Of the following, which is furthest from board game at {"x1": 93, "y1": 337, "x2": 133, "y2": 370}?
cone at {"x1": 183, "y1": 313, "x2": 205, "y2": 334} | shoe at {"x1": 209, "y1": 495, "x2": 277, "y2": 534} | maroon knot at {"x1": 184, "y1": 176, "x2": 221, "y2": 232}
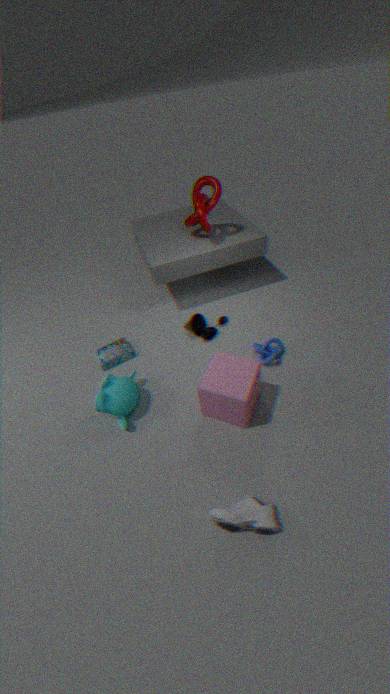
shoe at {"x1": 209, "y1": 495, "x2": 277, "y2": 534}
